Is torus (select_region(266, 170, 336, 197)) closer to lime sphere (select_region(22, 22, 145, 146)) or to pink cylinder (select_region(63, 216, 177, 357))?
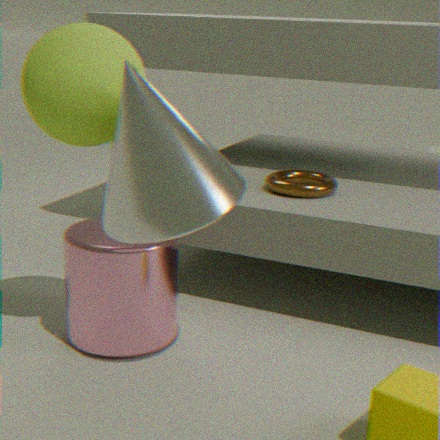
pink cylinder (select_region(63, 216, 177, 357))
